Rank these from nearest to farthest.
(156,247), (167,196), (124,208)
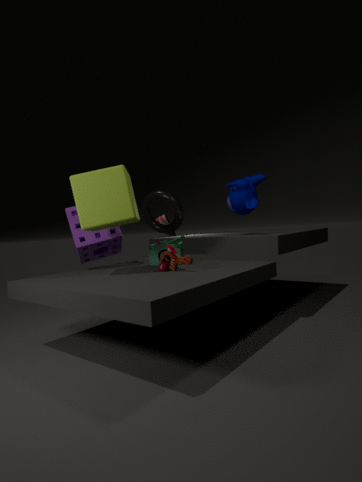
(124,208) → (156,247) → (167,196)
